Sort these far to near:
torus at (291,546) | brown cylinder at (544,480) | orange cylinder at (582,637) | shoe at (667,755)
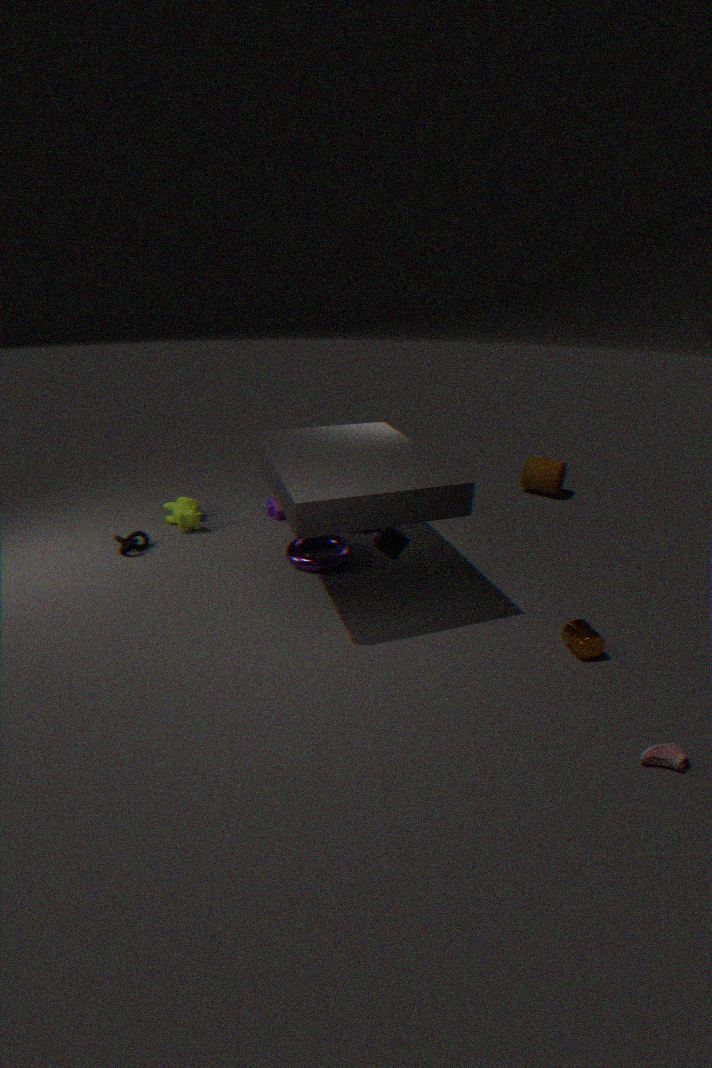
brown cylinder at (544,480) < torus at (291,546) < orange cylinder at (582,637) < shoe at (667,755)
